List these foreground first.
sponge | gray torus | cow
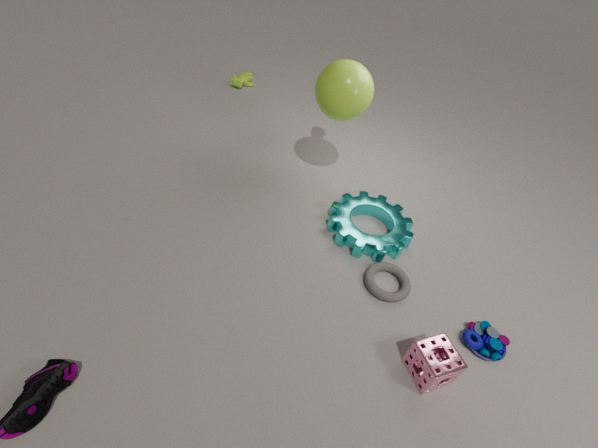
sponge → gray torus → cow
